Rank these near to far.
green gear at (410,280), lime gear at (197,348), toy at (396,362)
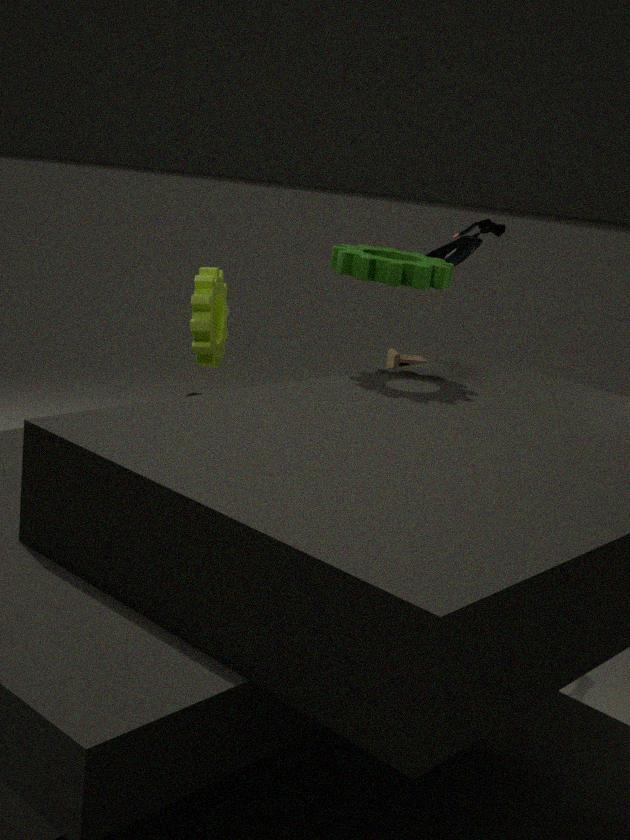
green gear at (410,280) → lime gear at (197,348) → toy at (396,362)
